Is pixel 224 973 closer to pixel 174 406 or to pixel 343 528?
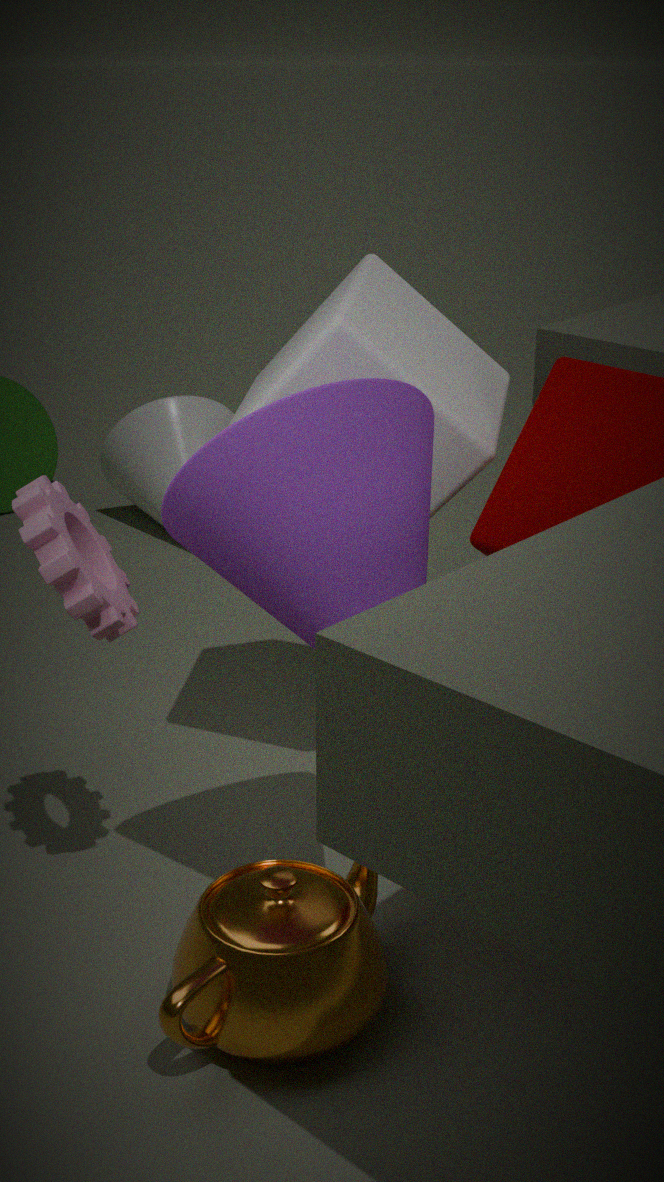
pixel 343 528
